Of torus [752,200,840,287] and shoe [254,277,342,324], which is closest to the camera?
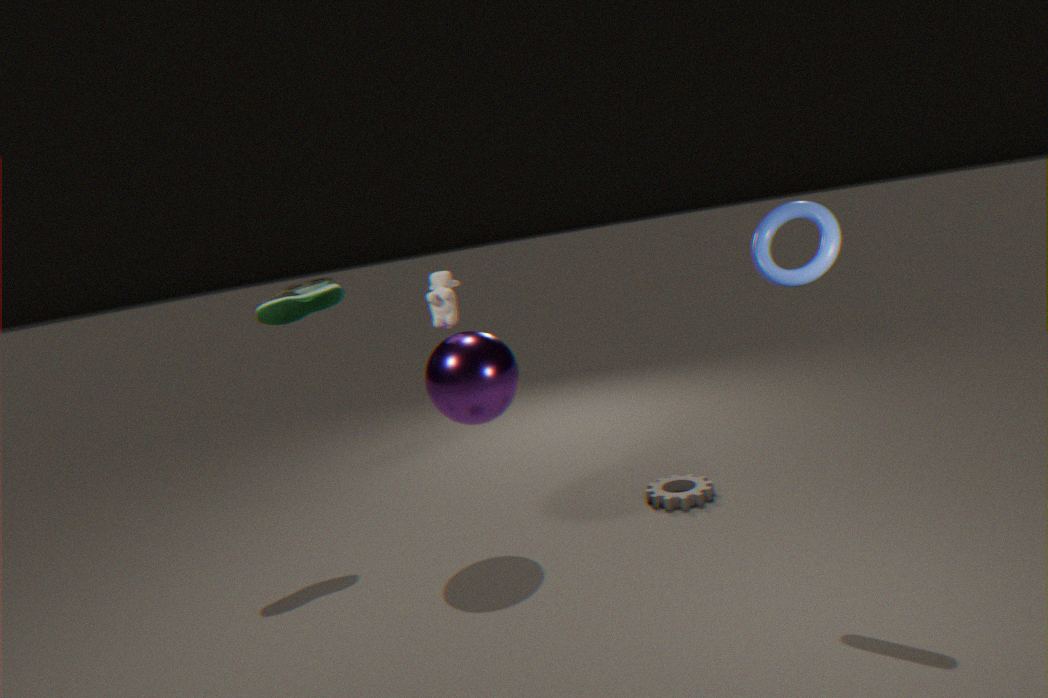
torus [752,200,840,287]
